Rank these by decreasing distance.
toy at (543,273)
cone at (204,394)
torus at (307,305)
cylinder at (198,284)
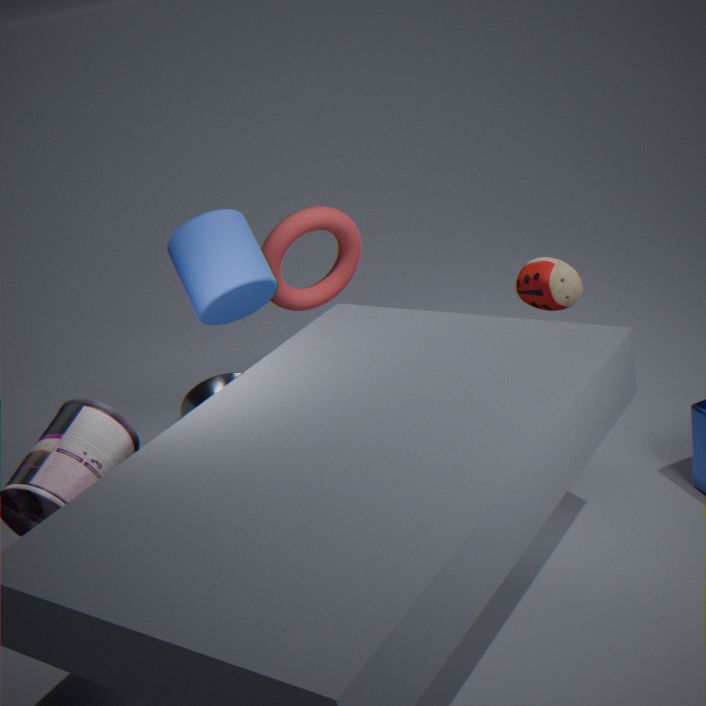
torus at (307,305) → cone at (204,394) → cylinder at (198,284) → toy at (543,273)
